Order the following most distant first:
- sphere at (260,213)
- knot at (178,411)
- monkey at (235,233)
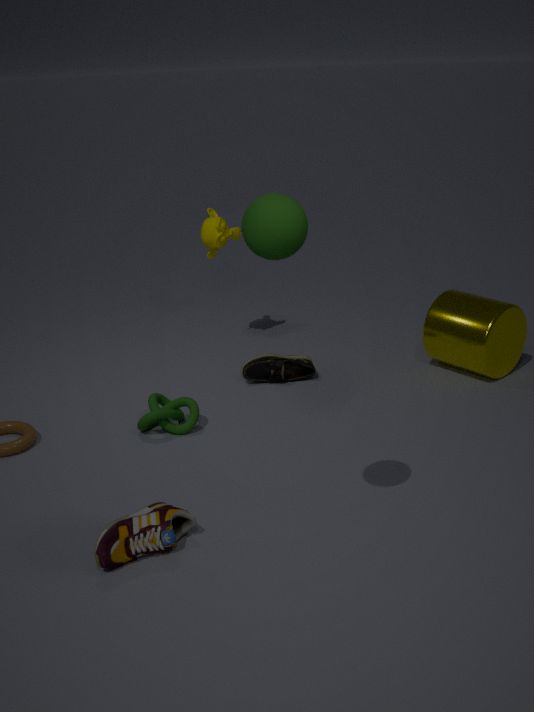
monkey at (235,233) → knot at (178,411) → sphere at (260,213)
